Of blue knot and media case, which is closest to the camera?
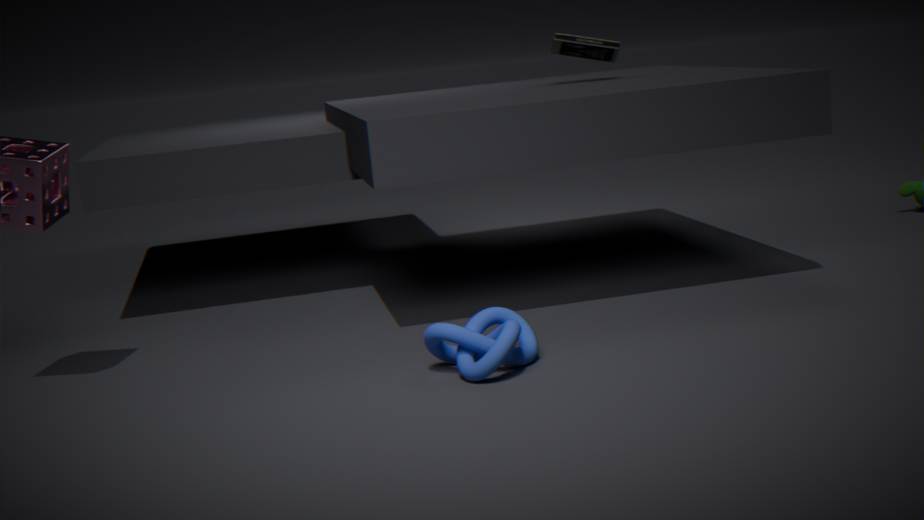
blue knot
